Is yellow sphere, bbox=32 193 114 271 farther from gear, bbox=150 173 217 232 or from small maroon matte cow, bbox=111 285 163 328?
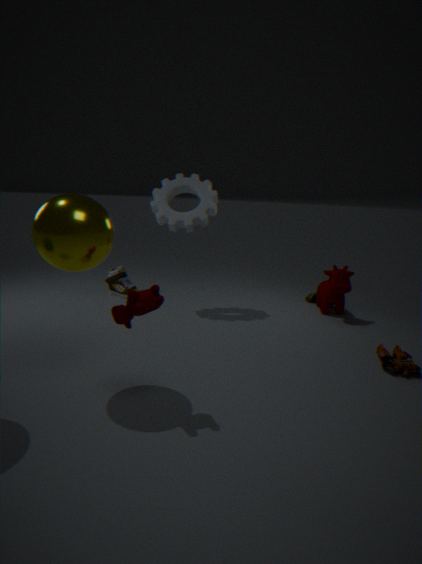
gear, bbox=150 173 217 232
